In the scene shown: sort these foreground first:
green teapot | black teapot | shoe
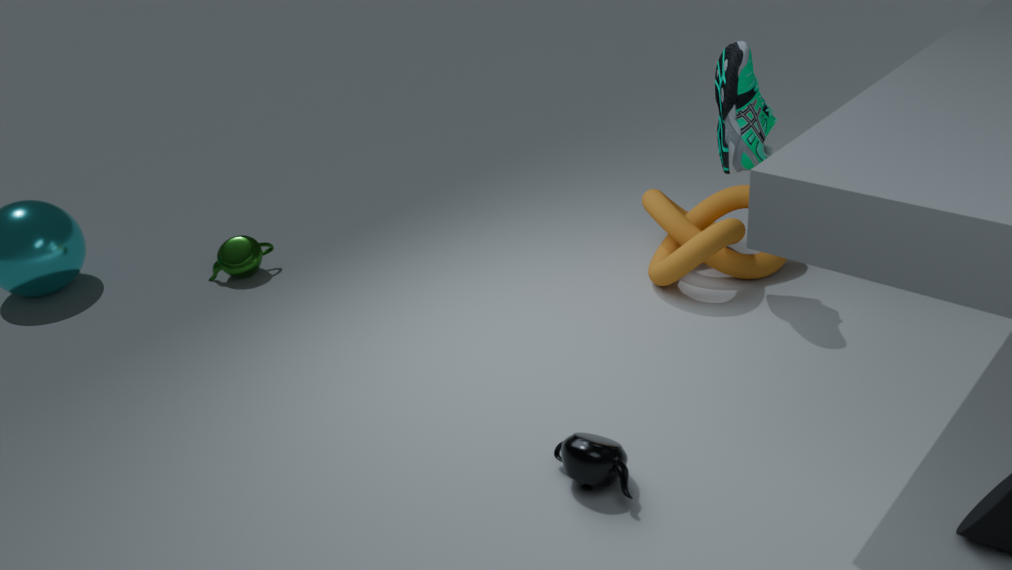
black teapot, shoe, green teapot
